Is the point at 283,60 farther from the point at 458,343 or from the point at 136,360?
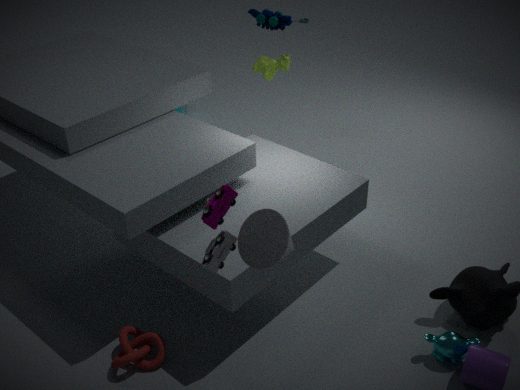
the point at 458,343
